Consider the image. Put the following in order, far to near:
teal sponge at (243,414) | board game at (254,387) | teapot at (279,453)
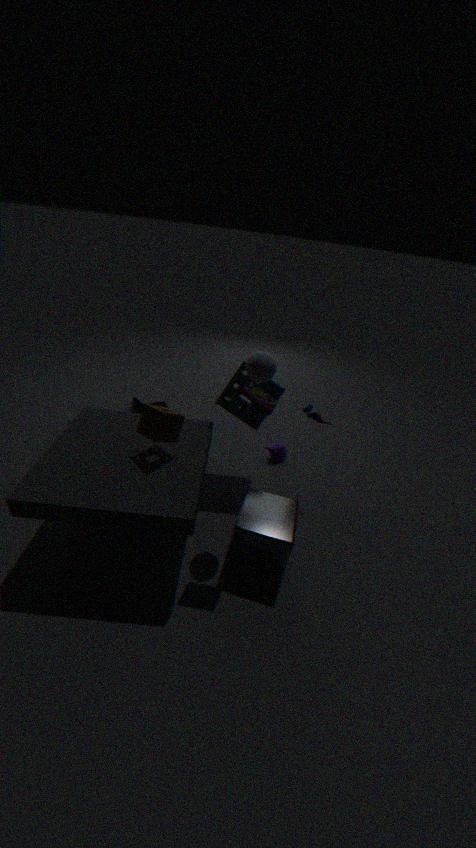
teapot at (279,453) < teal sponge at (243,414) < board game at (254,387)
